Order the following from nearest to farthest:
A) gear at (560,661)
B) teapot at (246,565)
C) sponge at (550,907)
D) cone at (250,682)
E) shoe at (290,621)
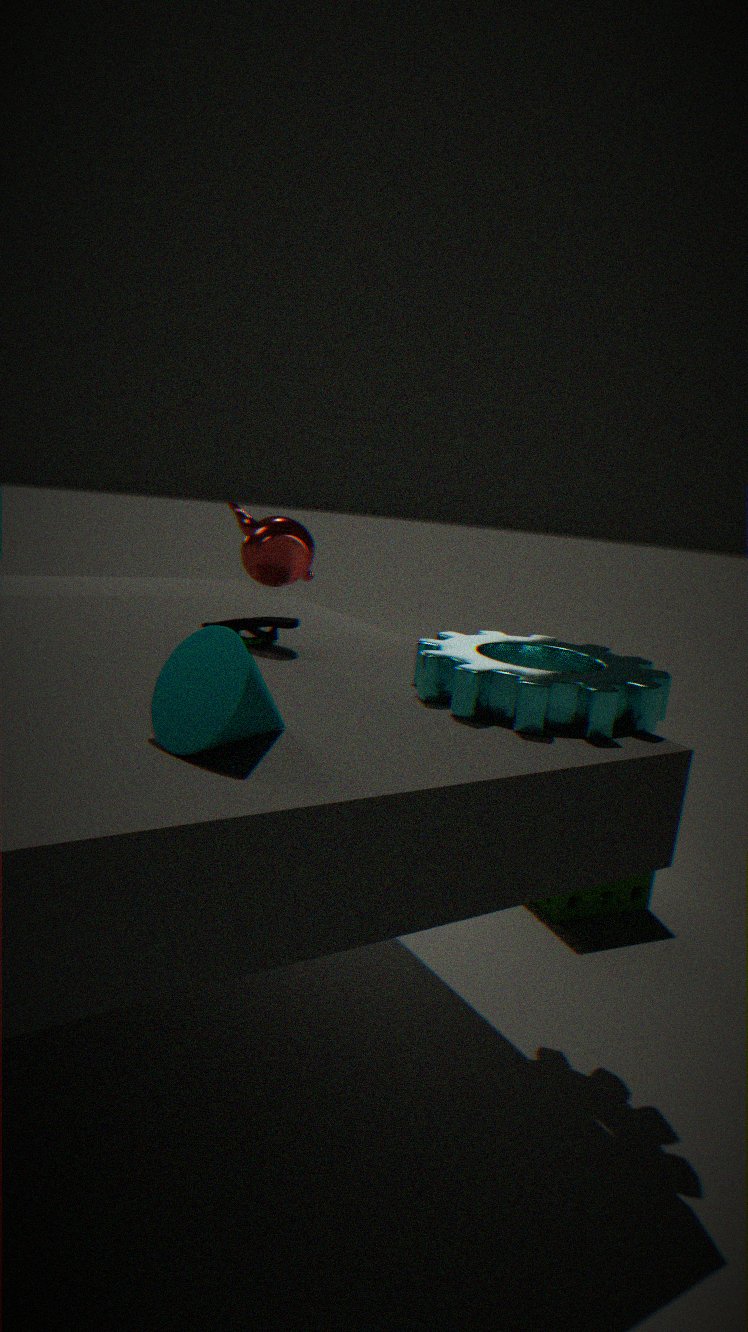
1. cone at (250,682)
2. gear at (560,661)
3. shoe at (290,621)
4. sponge at (550,907)
5. teapot at (246,565)
